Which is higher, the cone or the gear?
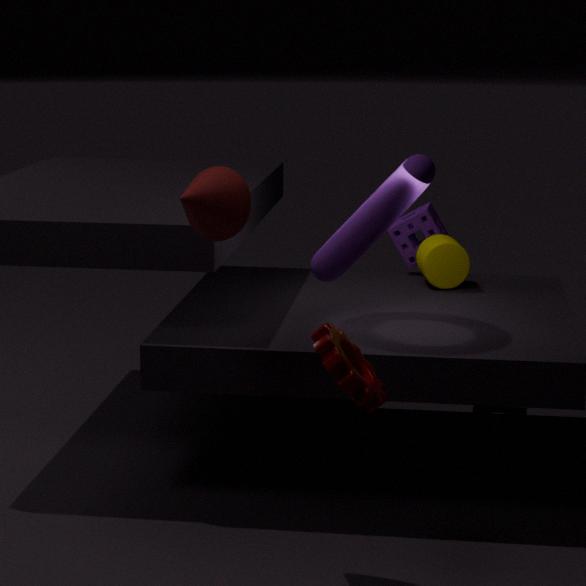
the cone
